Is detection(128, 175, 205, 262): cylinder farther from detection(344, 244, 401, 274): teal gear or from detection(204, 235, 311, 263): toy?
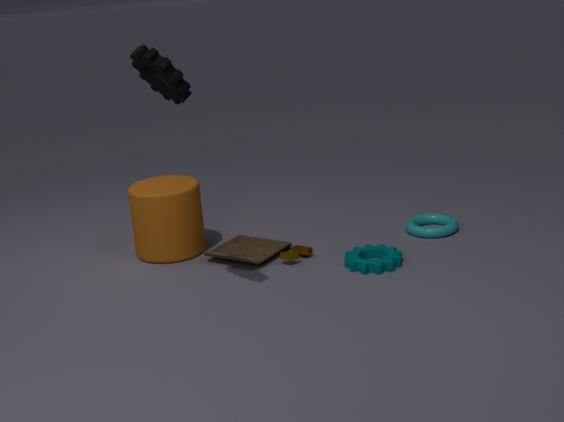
detection(344, 244, 401, 274): teal gear
